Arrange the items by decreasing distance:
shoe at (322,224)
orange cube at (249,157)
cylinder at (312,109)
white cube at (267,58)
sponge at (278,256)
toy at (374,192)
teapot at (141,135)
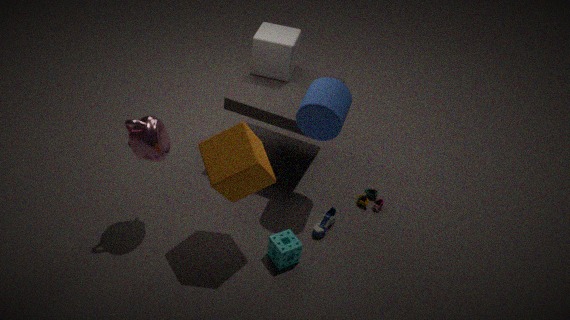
1. white cube at (267,58)
2. toy at (374,192)
3. shoe at (322,224)
4. cylinder at (312,109)
5. sponge at (278,256)
6. teapot at (141,135)
7. orange cube at (249,157)
